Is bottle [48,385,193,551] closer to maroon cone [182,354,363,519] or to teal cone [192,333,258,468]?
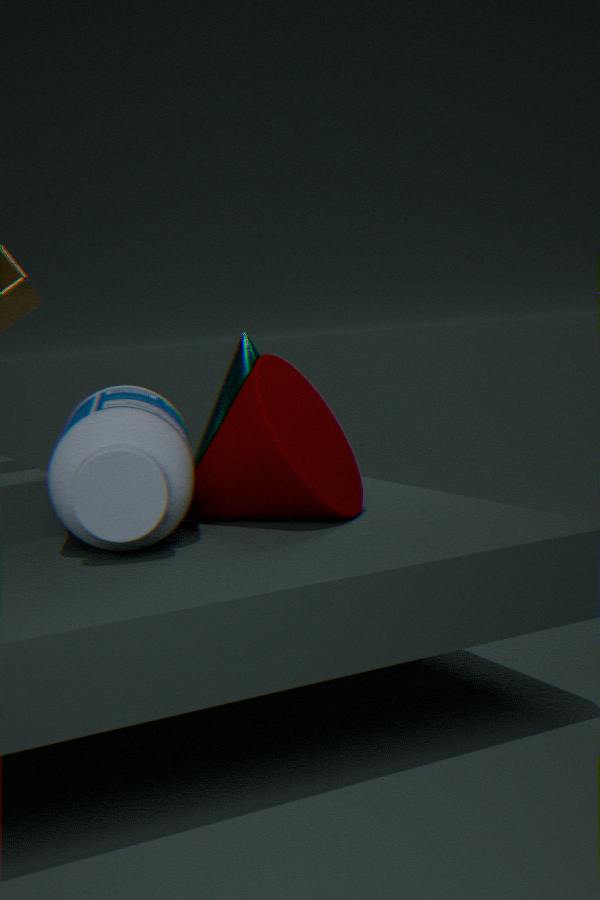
maroon cone [182,354,363,519]
